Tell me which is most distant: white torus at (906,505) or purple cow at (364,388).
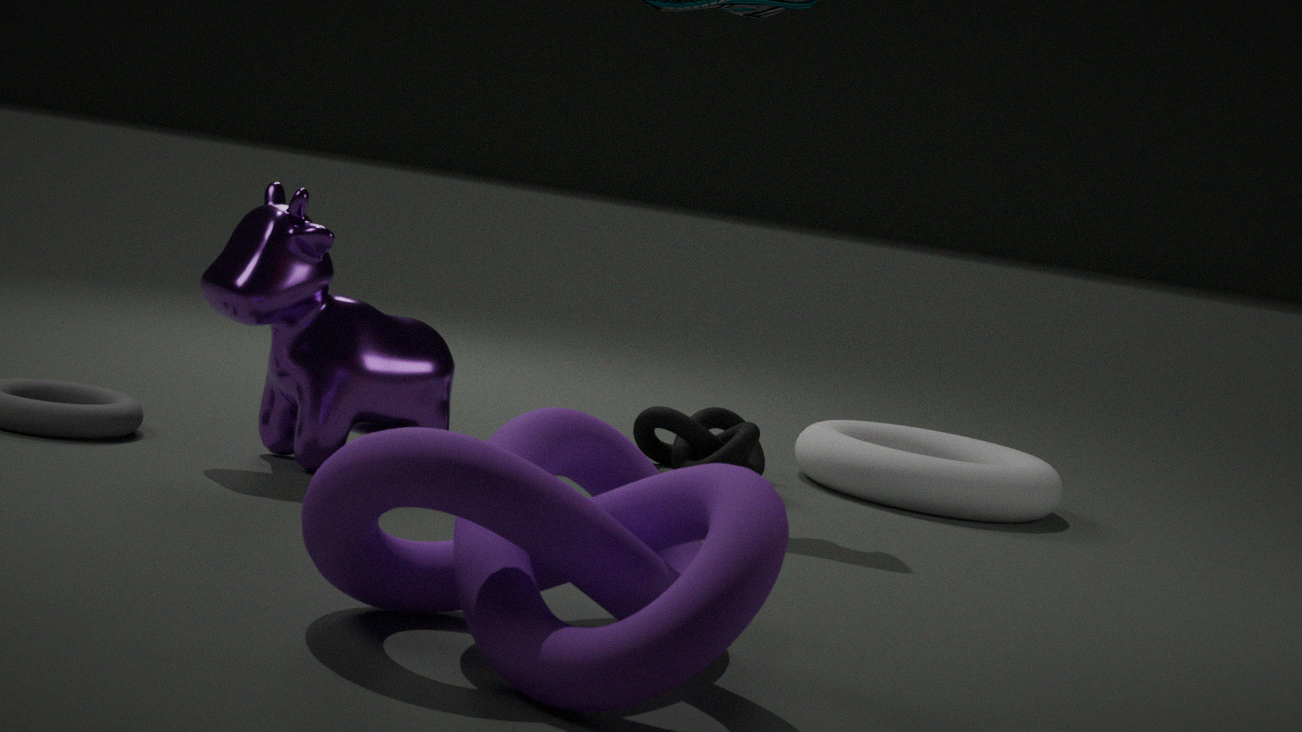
white torus at (906,505)
